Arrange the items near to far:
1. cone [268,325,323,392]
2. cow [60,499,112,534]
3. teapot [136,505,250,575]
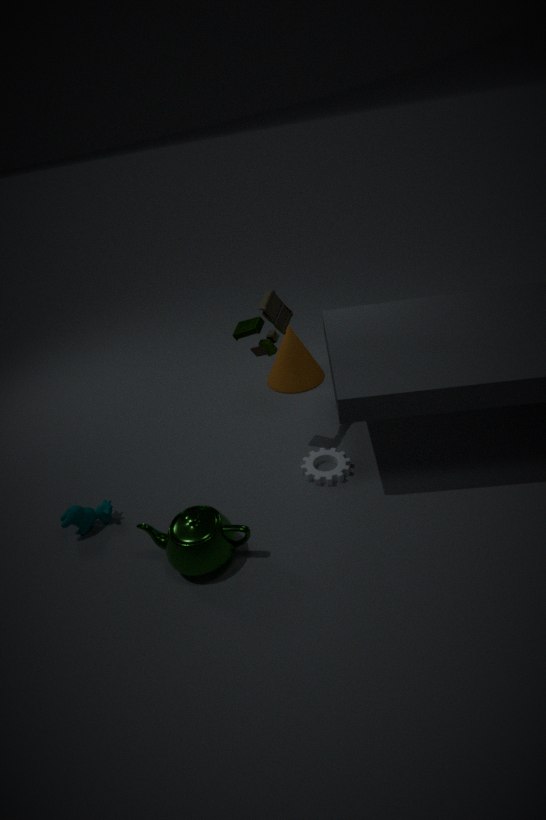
teapot [136,505,250,575] < cow [60,499,112,534] < cone [268,325,323,392]
